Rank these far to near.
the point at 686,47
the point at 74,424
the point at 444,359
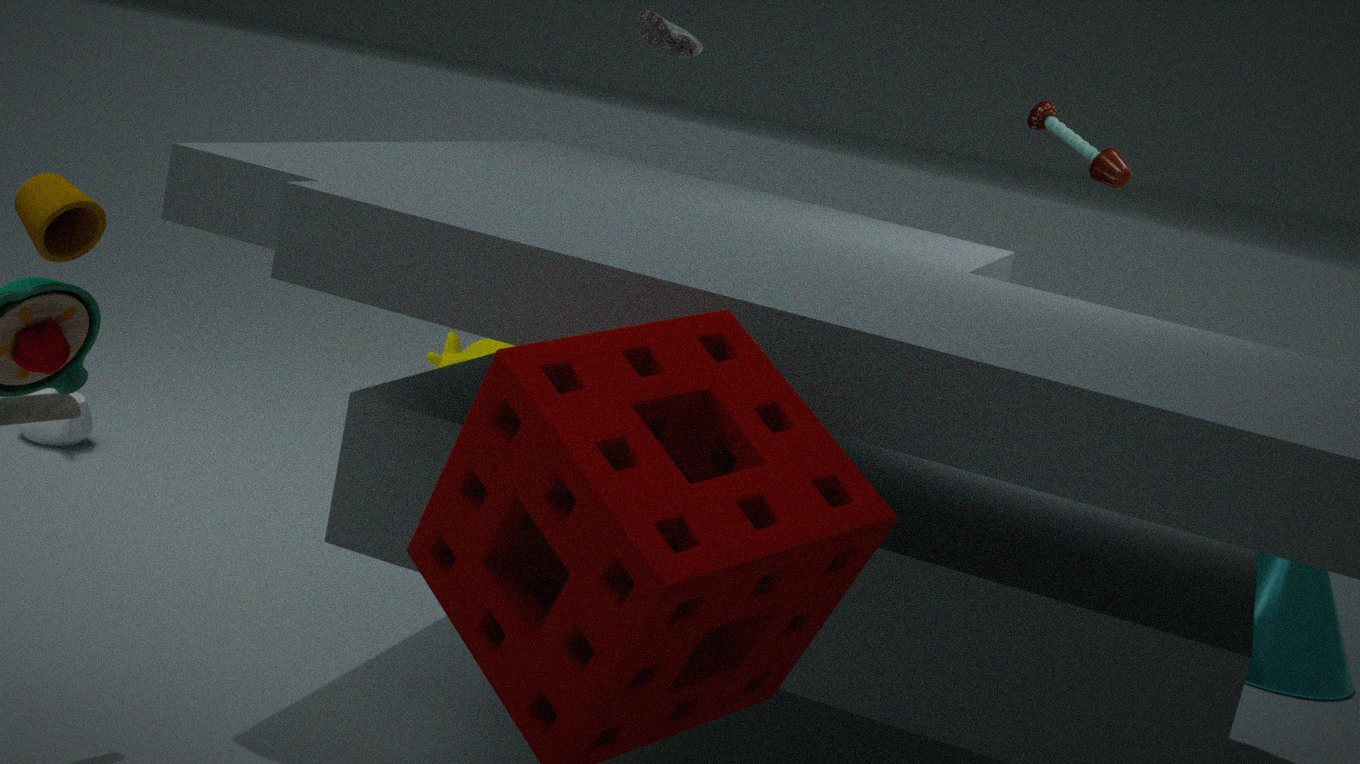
the point at 444,359
the point at 686,47
the point at 74,424
